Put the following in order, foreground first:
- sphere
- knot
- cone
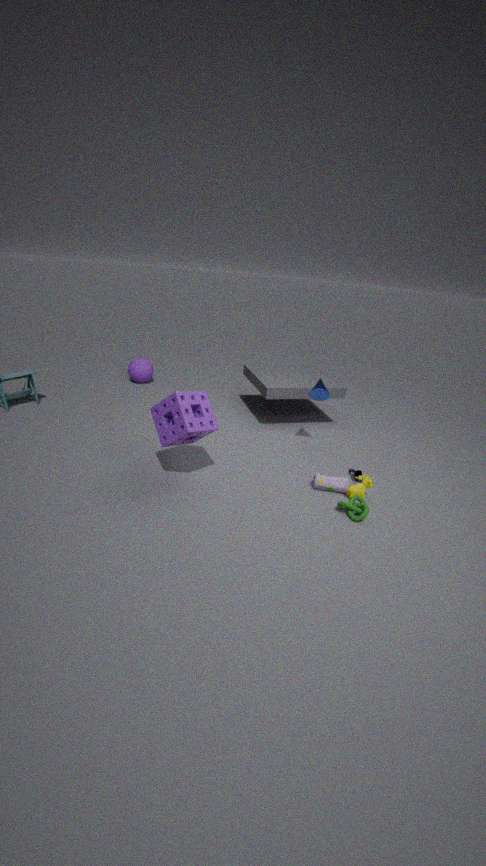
knot, cone, sphere
